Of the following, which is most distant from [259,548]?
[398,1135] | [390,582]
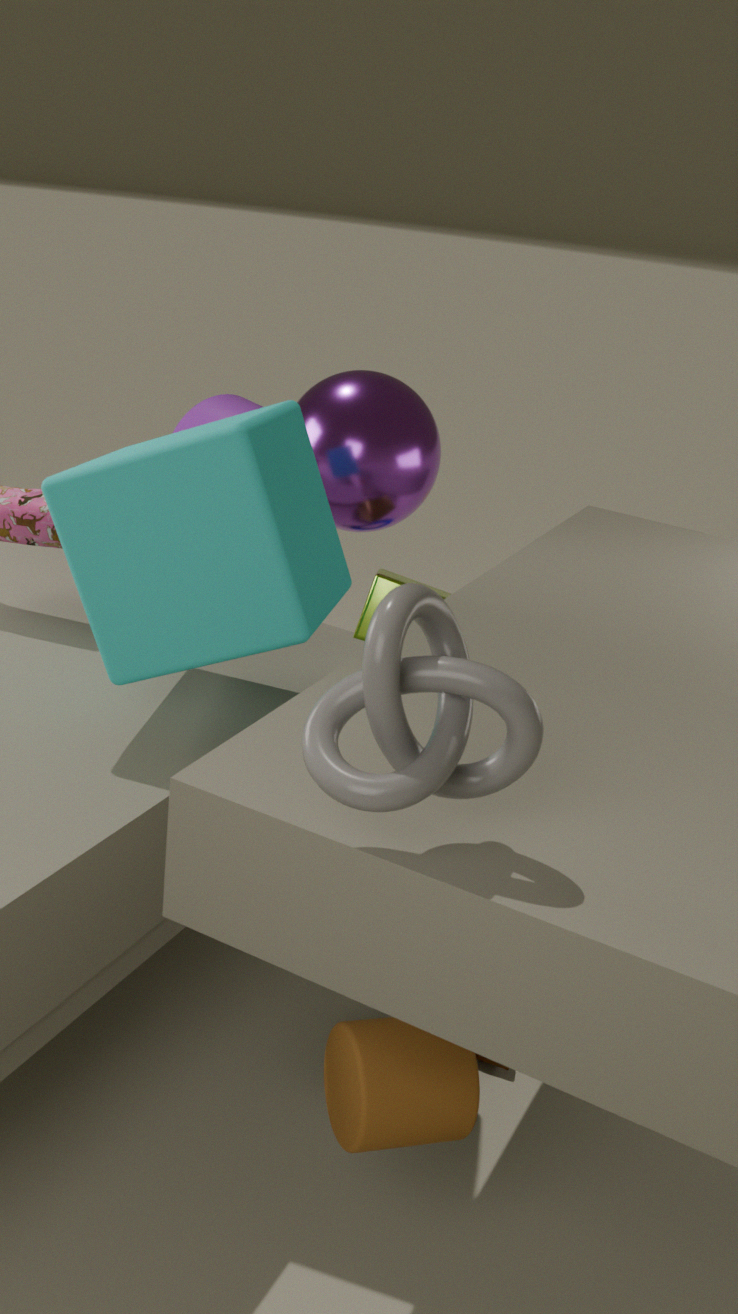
[398,1135]
